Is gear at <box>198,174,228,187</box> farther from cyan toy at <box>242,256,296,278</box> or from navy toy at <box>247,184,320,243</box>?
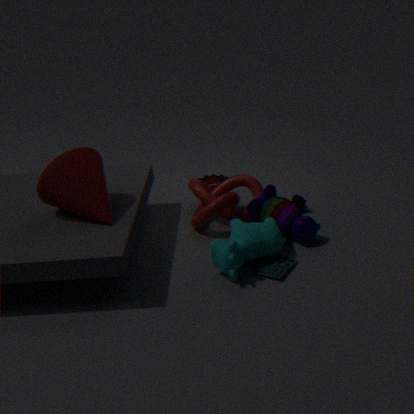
cyan toy at <box>242,256,296,278</box>
